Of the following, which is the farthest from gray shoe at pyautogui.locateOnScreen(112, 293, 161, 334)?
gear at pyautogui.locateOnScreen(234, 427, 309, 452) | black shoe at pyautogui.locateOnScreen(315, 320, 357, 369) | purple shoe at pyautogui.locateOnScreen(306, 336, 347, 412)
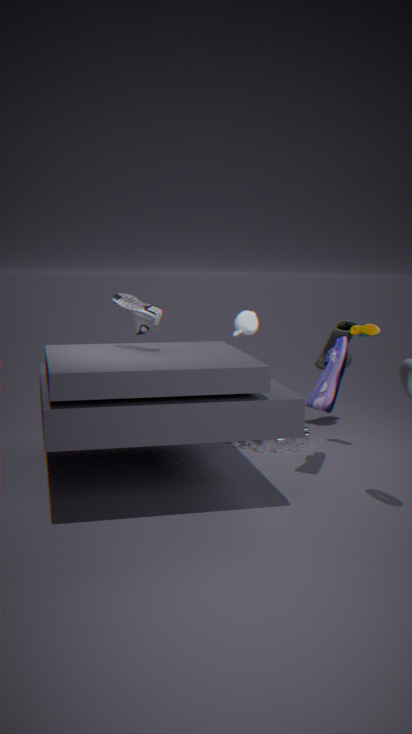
black shoe at pyautogui.locateOnScreen(315, 320, 357, 369)
